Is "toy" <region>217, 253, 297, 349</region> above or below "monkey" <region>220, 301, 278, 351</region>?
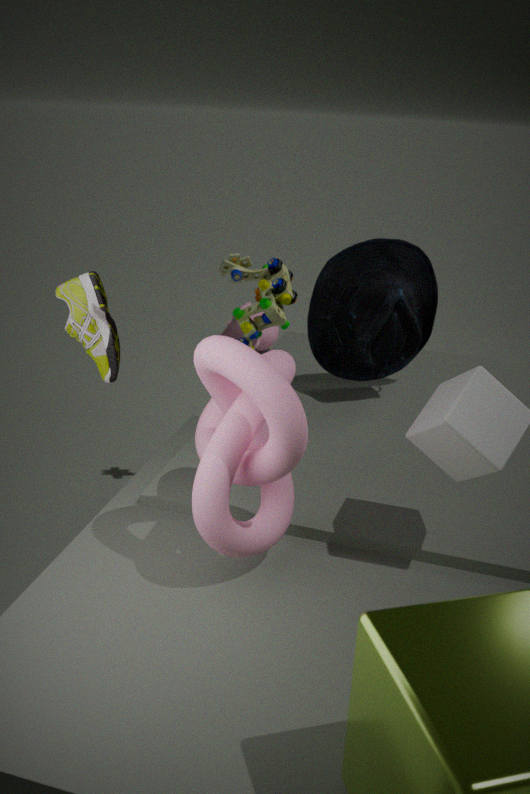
above
